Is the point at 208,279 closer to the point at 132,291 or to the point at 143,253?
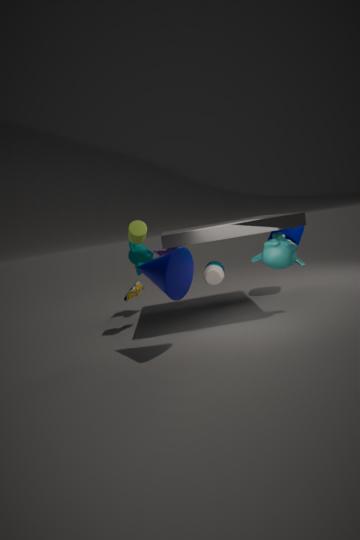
the point at 132,291
